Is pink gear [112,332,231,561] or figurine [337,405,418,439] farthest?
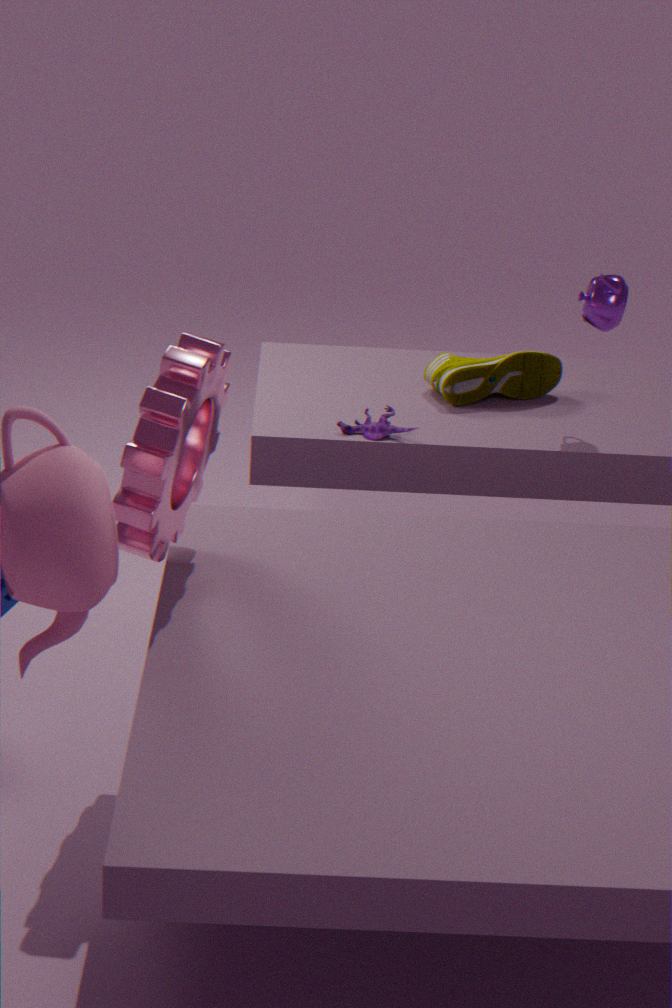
figurine [337,405,418,439]
